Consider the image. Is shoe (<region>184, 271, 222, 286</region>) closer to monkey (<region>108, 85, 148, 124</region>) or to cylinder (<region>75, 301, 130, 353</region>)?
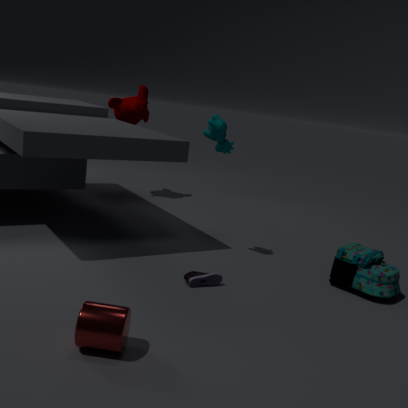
cylinder (<region>75, 301, 130, 353</region>)
